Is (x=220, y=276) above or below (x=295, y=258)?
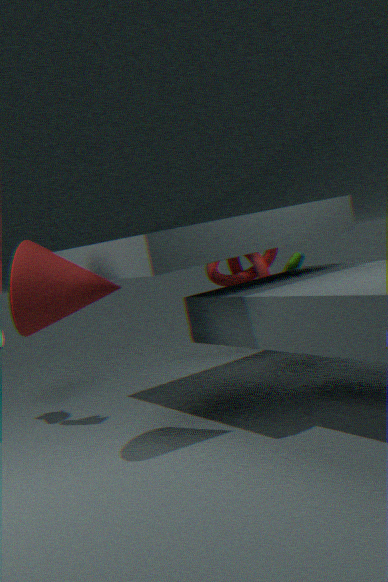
above
